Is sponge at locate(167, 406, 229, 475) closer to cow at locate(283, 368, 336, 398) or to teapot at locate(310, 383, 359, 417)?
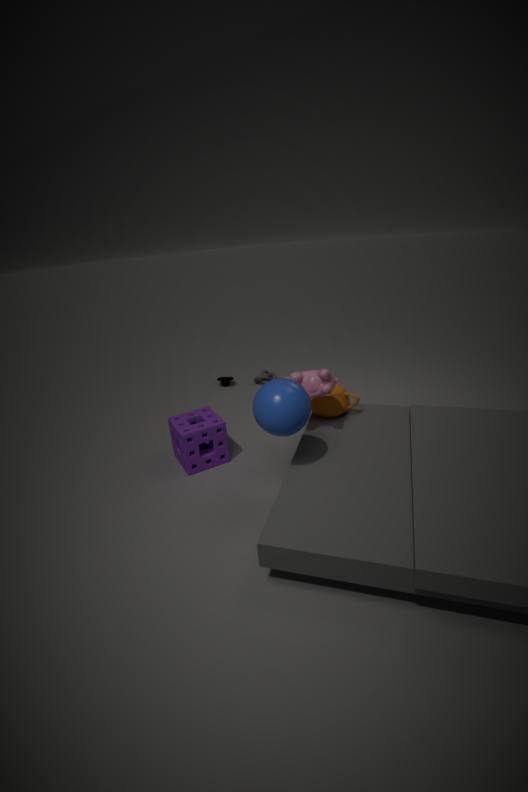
cow at locate(283, 368, 336, 398)
